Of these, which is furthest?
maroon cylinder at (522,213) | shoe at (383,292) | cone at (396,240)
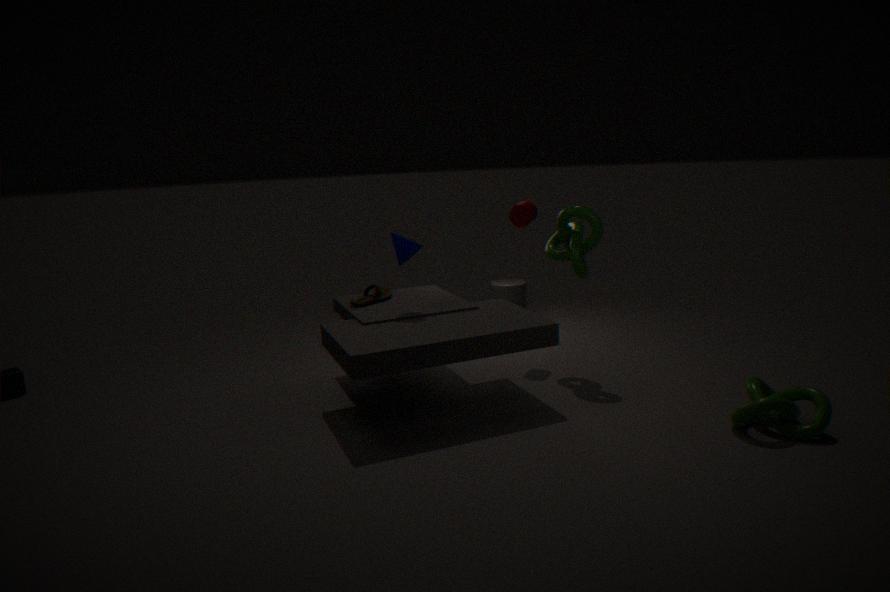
maroon cylinder at (522,213)
